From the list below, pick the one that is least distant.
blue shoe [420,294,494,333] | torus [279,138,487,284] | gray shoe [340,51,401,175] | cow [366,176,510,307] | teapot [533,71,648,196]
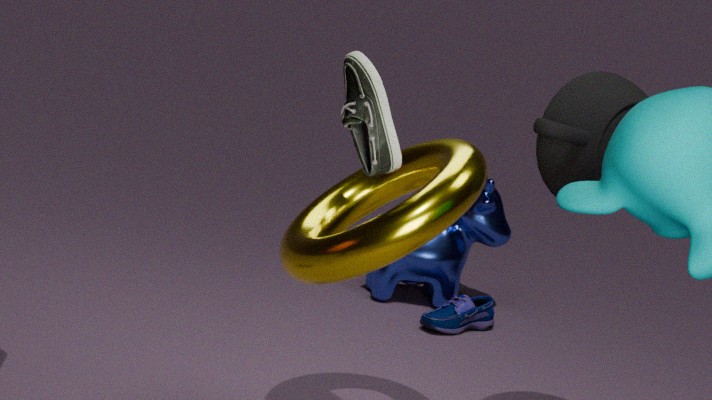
torus [279,138,487,284]
